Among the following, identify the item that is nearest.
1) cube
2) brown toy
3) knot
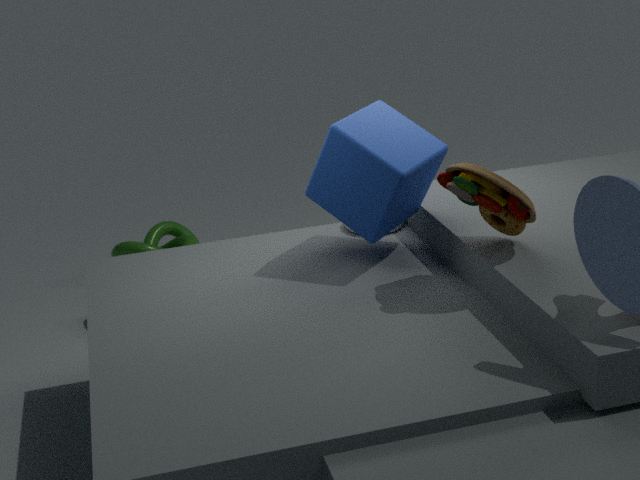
2. brown toy
